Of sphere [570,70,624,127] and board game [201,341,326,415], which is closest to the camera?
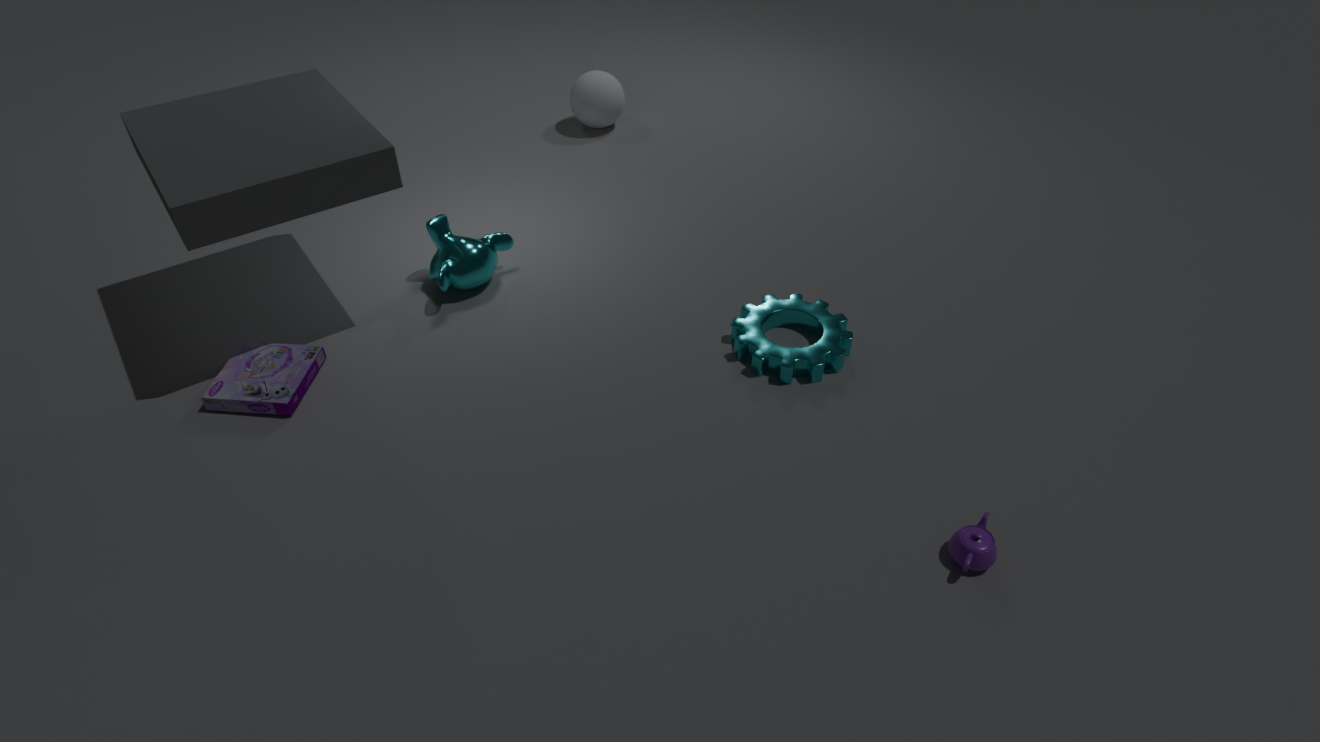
board game [201,341,326,415]
